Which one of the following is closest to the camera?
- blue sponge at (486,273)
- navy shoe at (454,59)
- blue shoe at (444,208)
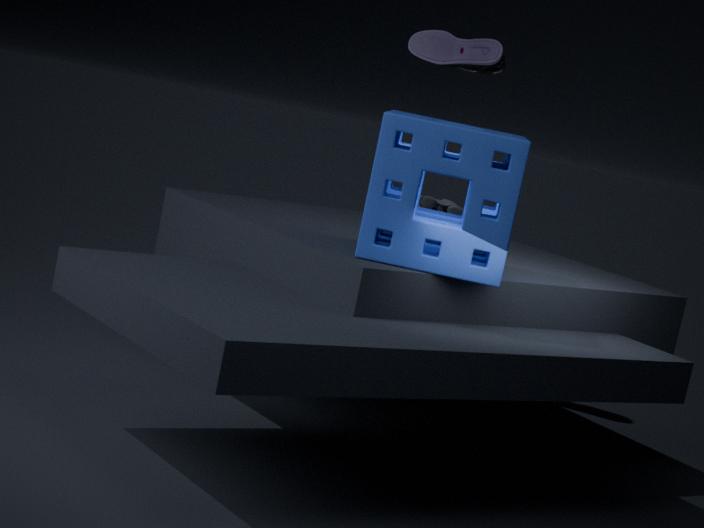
blue sponge at (486,273)
